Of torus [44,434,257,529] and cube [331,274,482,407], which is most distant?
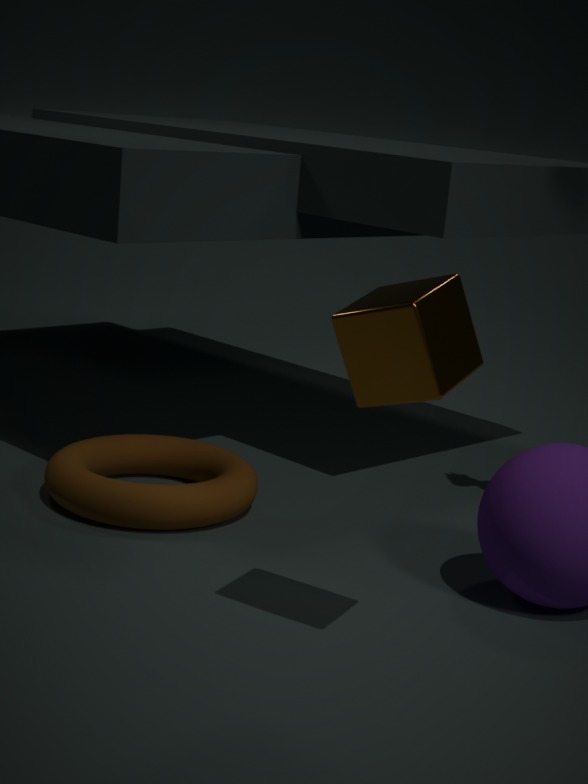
torus [44,434,257,529]
